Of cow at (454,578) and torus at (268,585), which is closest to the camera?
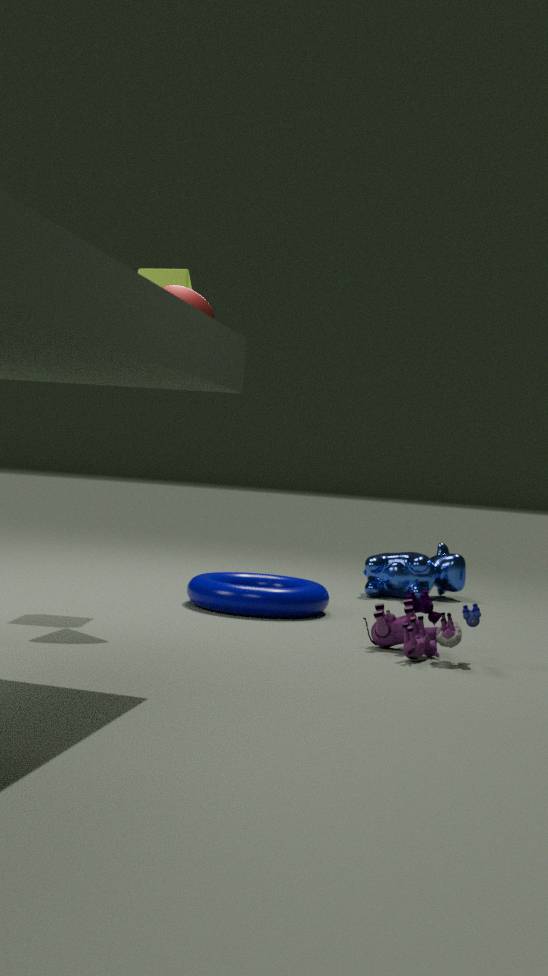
torus at (268,585)
